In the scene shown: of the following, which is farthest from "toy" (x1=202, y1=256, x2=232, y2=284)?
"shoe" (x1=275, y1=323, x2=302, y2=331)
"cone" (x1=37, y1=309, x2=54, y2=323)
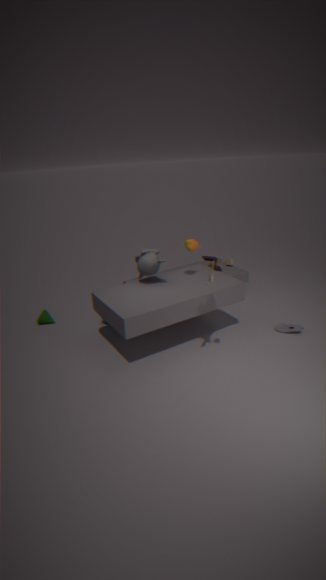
"cone" (x1=37, y1=309, x2=54, y2=323)
